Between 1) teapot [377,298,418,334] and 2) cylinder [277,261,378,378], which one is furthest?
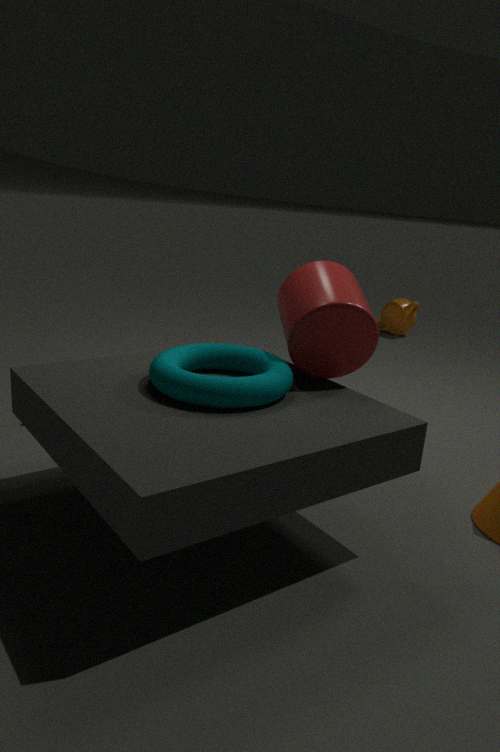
1. teapot [377,298,418,334]
